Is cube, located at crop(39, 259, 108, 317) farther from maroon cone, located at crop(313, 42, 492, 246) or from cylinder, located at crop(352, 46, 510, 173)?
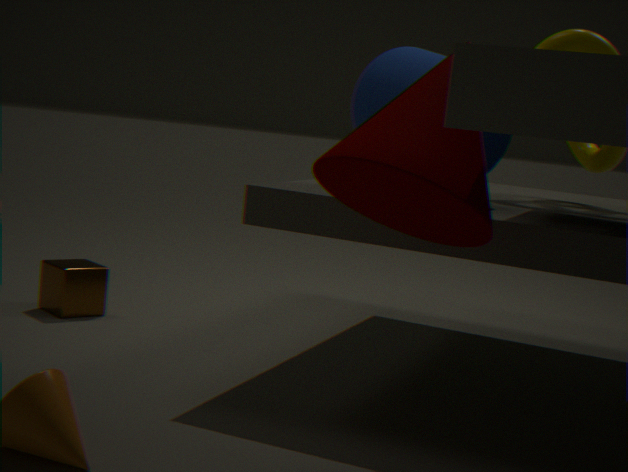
maroon cone, located at crop(313, 42, 492, 246)
